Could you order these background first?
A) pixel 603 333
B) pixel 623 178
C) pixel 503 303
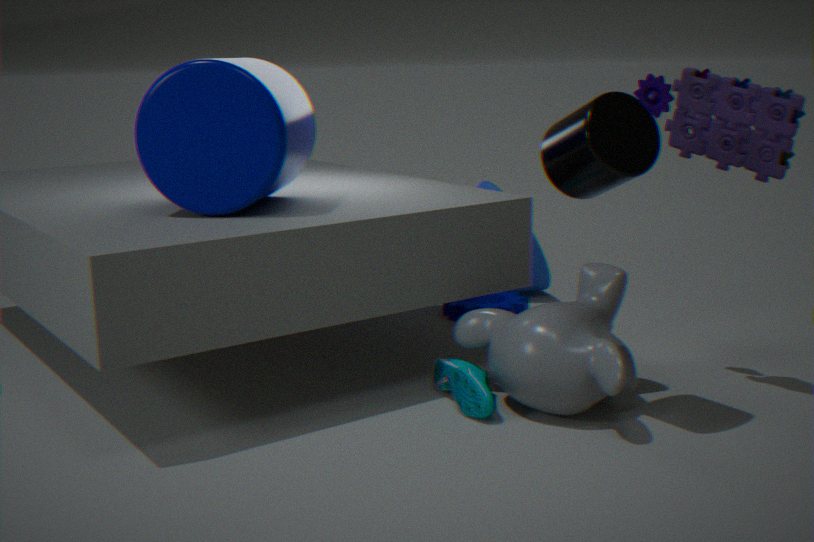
1. pixel 503 303
2. pixel 603 333
3. pixel 623 178
